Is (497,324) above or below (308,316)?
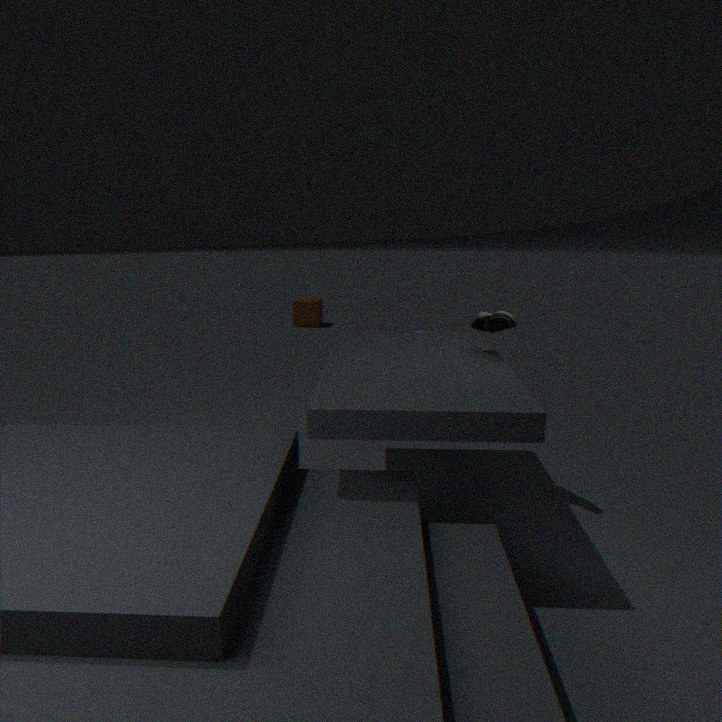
above
